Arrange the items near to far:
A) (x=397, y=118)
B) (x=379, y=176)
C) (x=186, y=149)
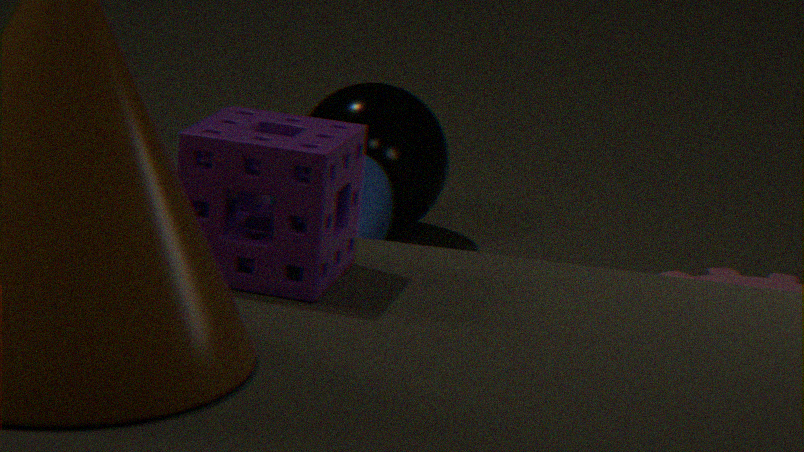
(x=186, y=149), (x=379, y=176), (x=397, y=118)
